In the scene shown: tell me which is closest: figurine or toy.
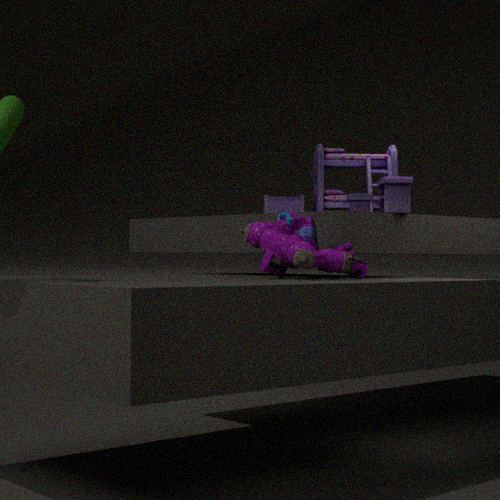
figurine
